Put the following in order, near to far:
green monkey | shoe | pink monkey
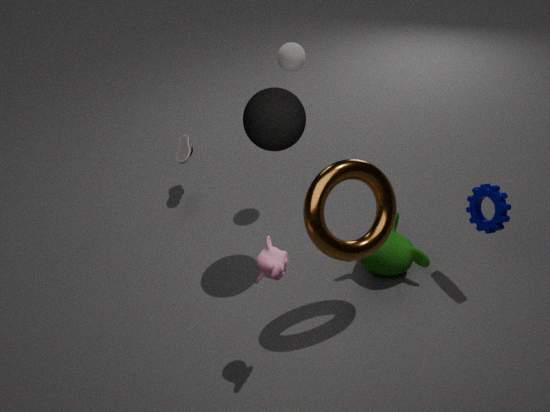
pink monkey, green monkey, shoe
